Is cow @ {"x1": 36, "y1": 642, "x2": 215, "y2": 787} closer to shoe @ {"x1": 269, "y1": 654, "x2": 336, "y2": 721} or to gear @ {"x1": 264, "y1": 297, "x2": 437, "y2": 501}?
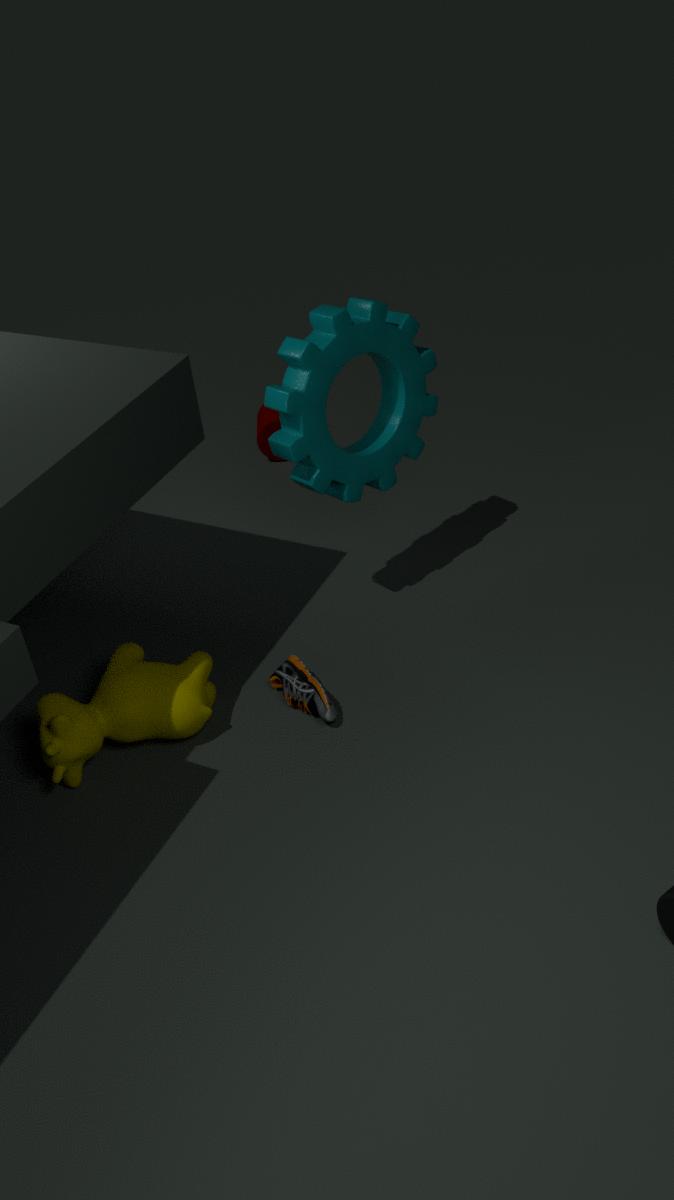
shoe @ {"x1": 269, "y1": 654, "x2": 336, "y2": 721}
